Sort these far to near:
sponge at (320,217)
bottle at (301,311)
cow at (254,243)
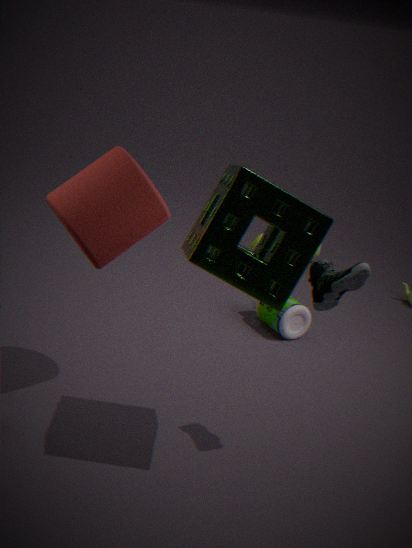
cow at (254,243) → bottle at (301,311) → sponge at (320,217)
